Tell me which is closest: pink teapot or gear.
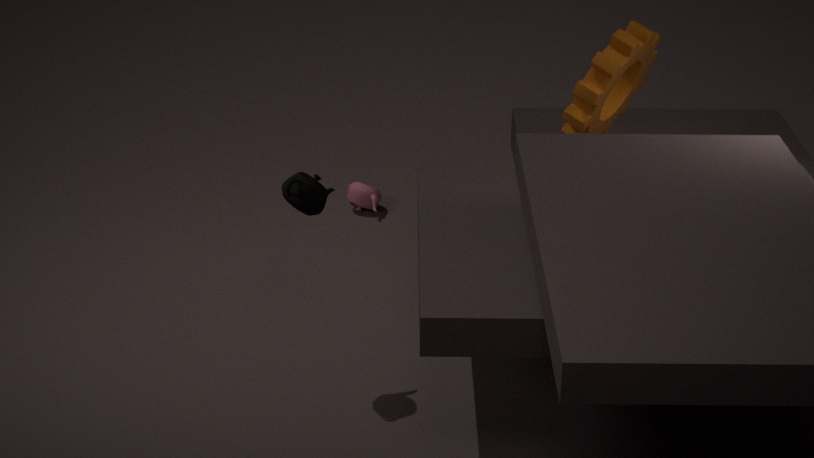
gear
